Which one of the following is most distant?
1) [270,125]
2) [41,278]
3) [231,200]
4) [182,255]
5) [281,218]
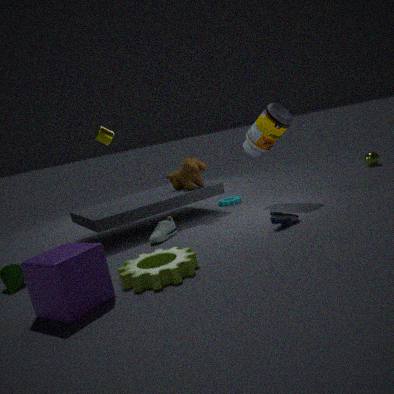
3. [231,200]
